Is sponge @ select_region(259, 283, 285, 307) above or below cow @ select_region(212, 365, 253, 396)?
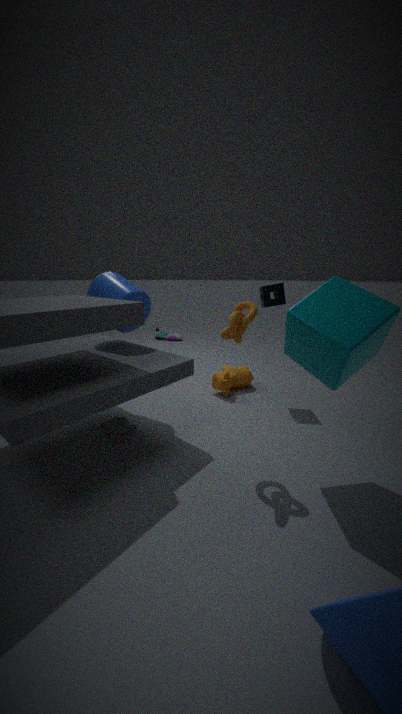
above
